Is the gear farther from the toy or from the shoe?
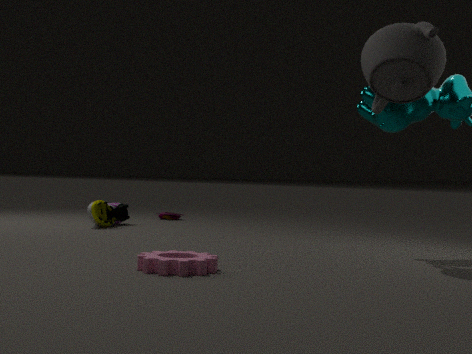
the toy
